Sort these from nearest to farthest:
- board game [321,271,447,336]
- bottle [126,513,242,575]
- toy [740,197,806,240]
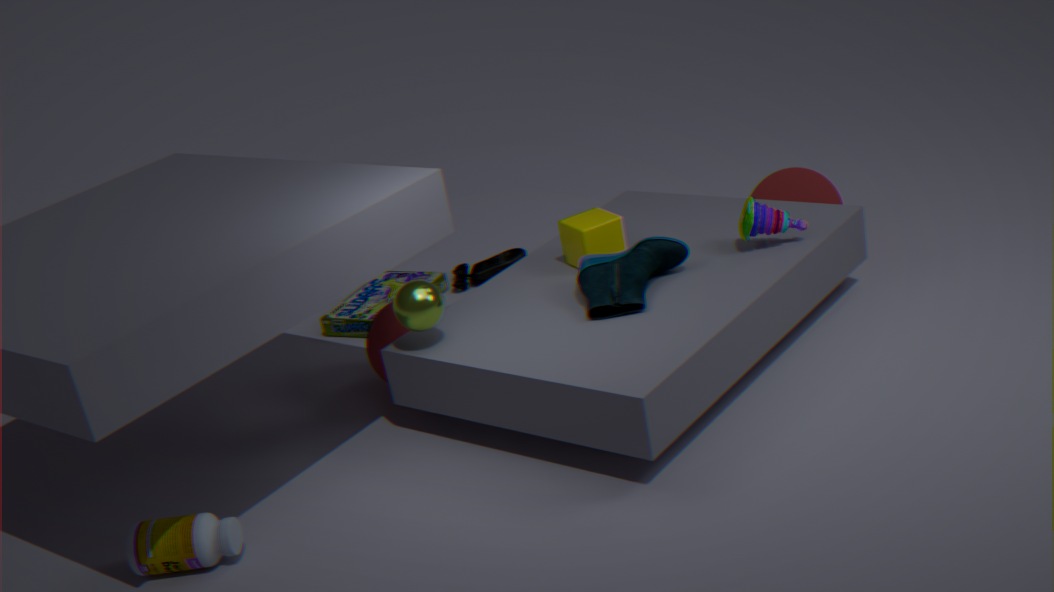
1. bottle [126,513,242,575]
2. toy [740,197,806,240]
3. board game [321,271,447,336]
